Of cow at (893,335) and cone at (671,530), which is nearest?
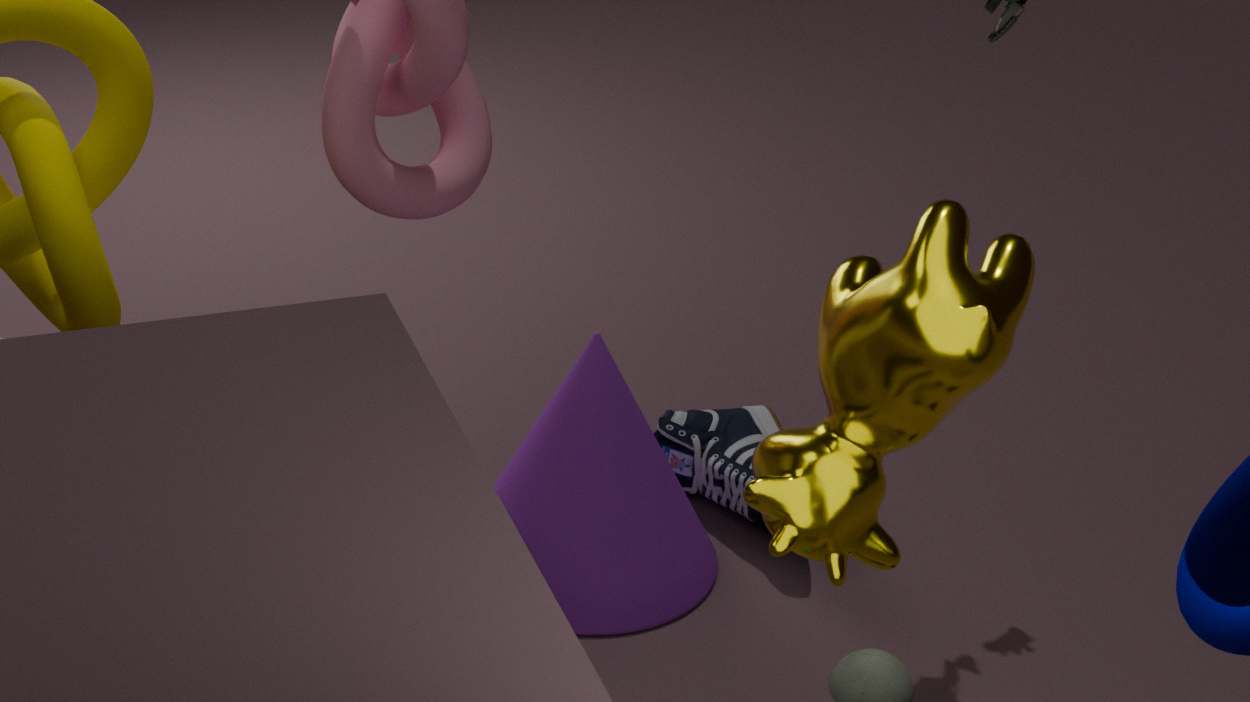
cow at (893,335)
